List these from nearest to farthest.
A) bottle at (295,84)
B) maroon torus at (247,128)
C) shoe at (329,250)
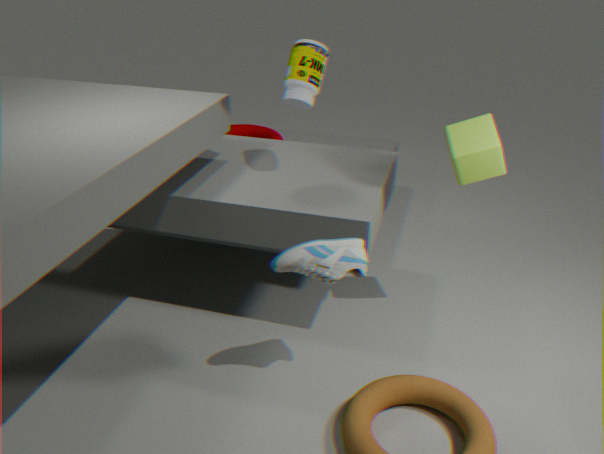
1. shoe at (329,250)
2. bottle at (295,84)
3. maroon torus at (247,128)
